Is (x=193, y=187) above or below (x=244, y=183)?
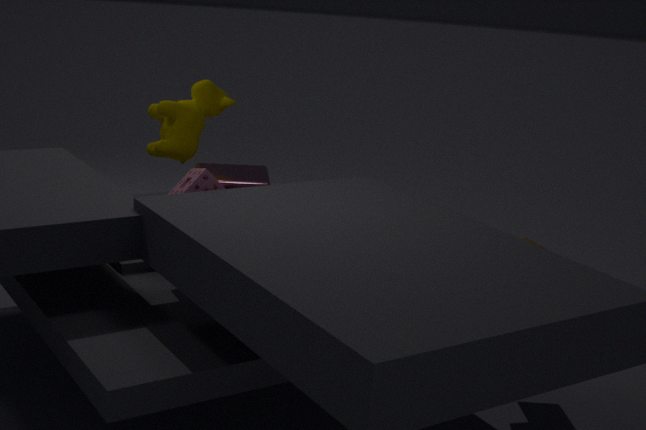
above
